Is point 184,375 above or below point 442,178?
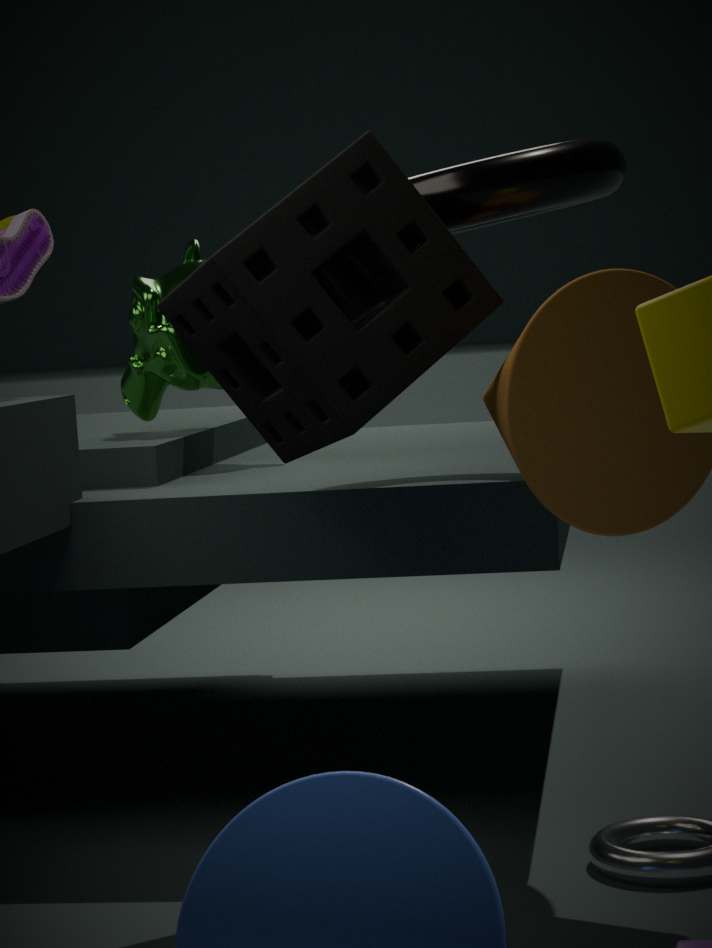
below
